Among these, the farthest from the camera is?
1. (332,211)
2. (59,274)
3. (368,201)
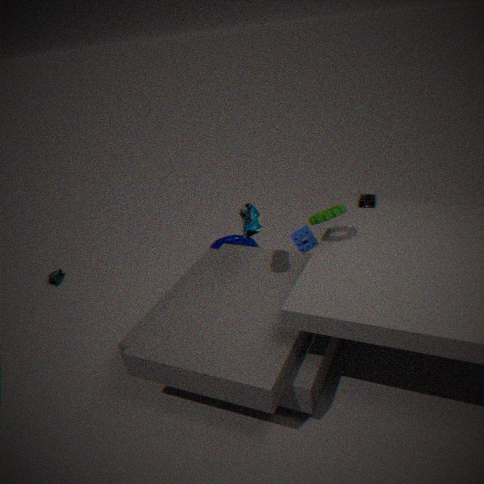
(59,274)
